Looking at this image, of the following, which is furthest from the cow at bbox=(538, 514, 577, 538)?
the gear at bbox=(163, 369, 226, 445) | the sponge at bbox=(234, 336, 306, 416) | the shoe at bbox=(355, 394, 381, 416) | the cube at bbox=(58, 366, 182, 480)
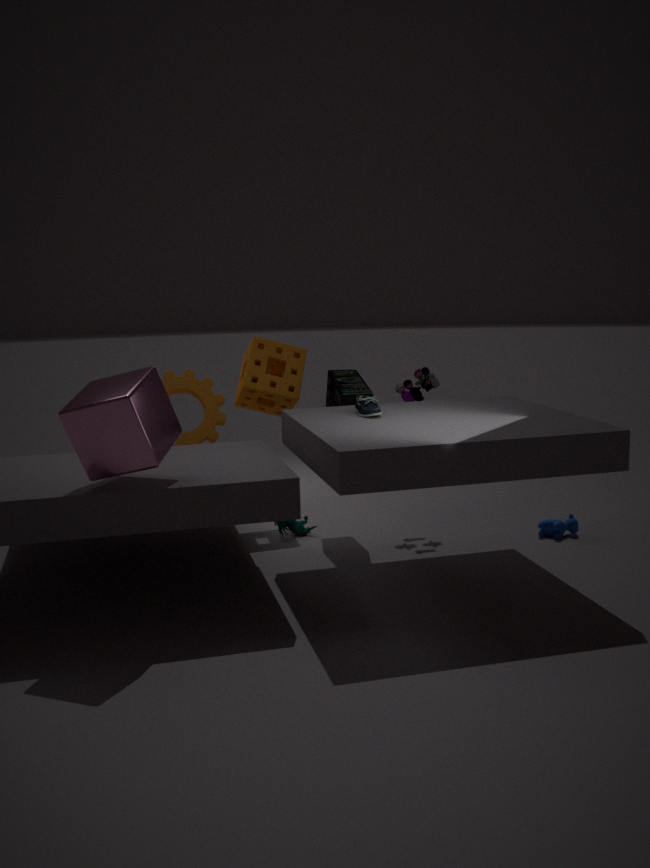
the cube at bbox=(58, 366, 182, 480)
